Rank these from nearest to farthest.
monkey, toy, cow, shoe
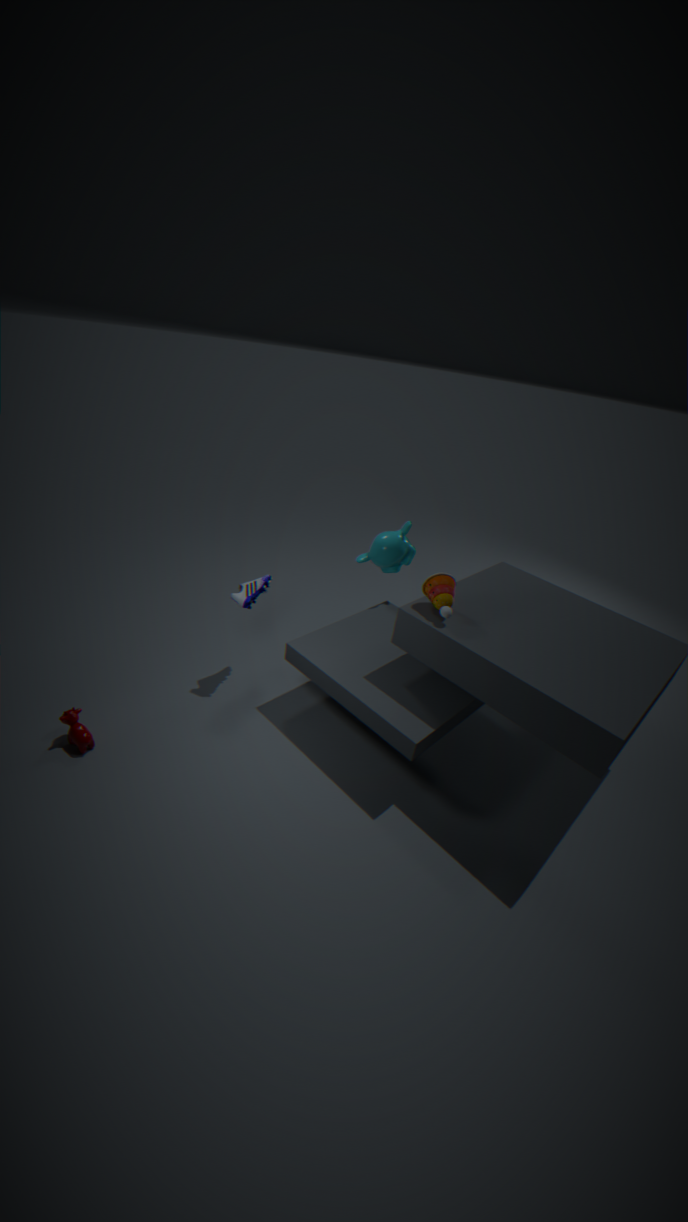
toy, cow, shoe, monkey
